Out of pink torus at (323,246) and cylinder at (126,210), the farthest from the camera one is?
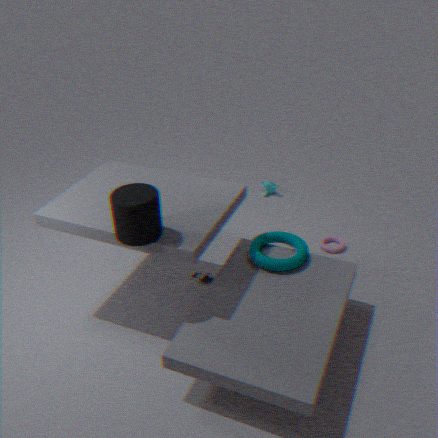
pink torus at (323,246)
